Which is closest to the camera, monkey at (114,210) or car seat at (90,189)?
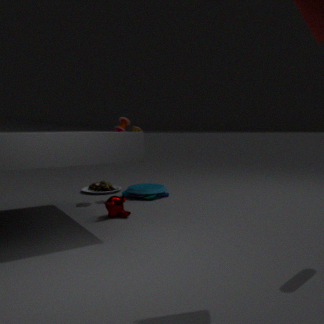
monkey at (114,210)
